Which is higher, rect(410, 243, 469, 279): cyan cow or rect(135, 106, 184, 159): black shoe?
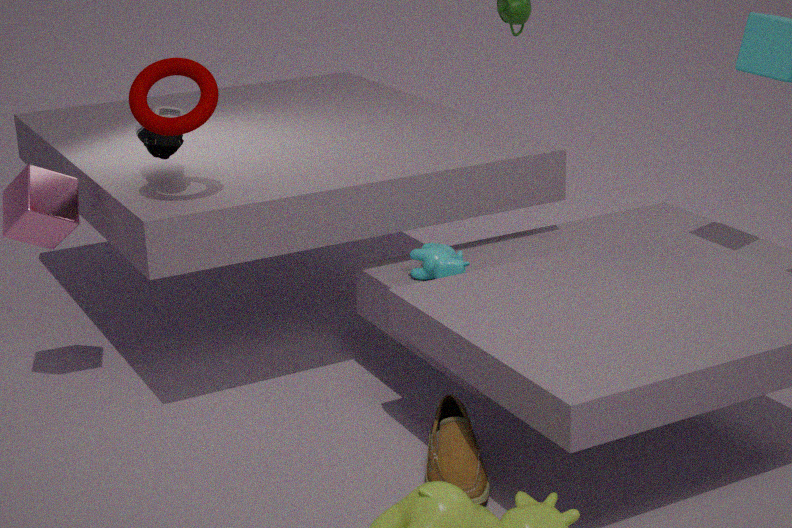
rect(135, 106, 184, 159): black shoe
